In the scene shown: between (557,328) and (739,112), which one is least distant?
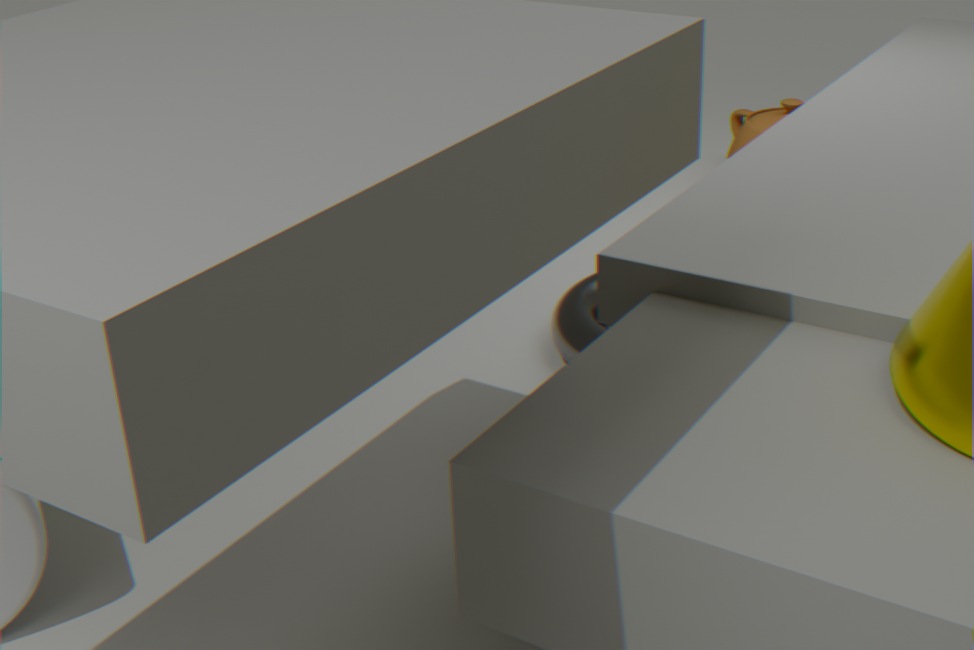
(557,328)
